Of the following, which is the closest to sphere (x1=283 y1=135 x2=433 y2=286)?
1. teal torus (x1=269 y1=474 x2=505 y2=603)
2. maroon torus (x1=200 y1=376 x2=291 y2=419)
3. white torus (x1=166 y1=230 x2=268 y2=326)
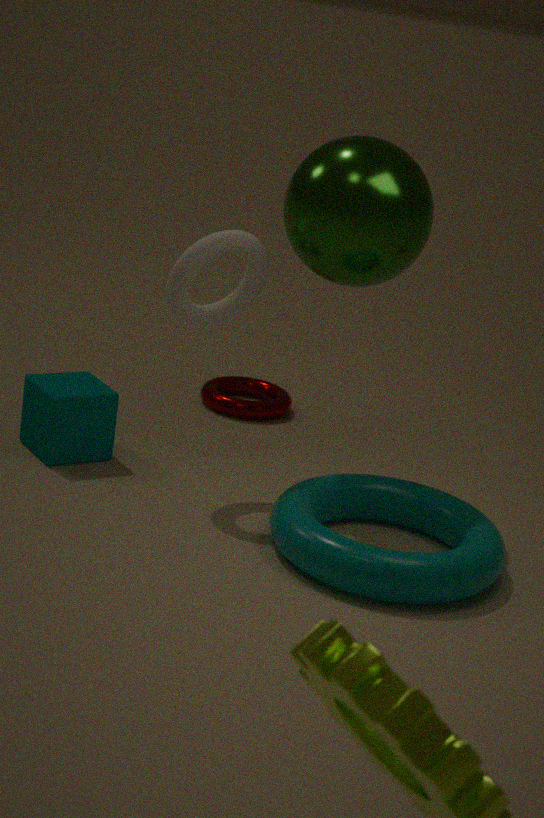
white torus (x1=166 y1=230 x2=268 y2=326)
